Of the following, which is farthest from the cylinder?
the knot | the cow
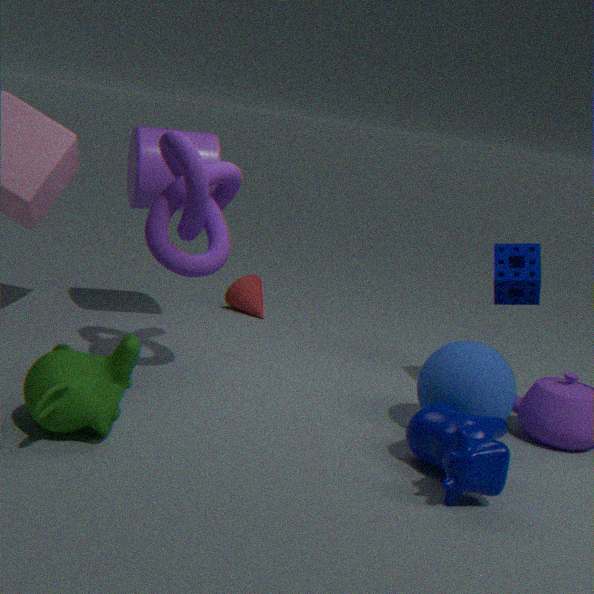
the cow
